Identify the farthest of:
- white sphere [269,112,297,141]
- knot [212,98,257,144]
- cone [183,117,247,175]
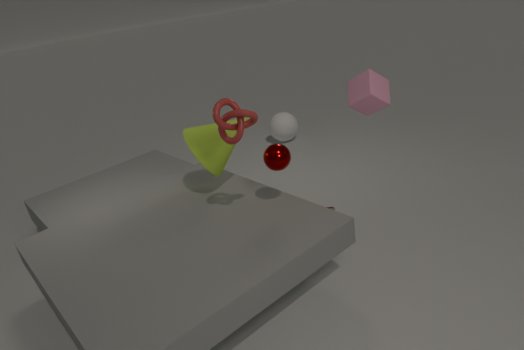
white sphere [269,112,297,141]
